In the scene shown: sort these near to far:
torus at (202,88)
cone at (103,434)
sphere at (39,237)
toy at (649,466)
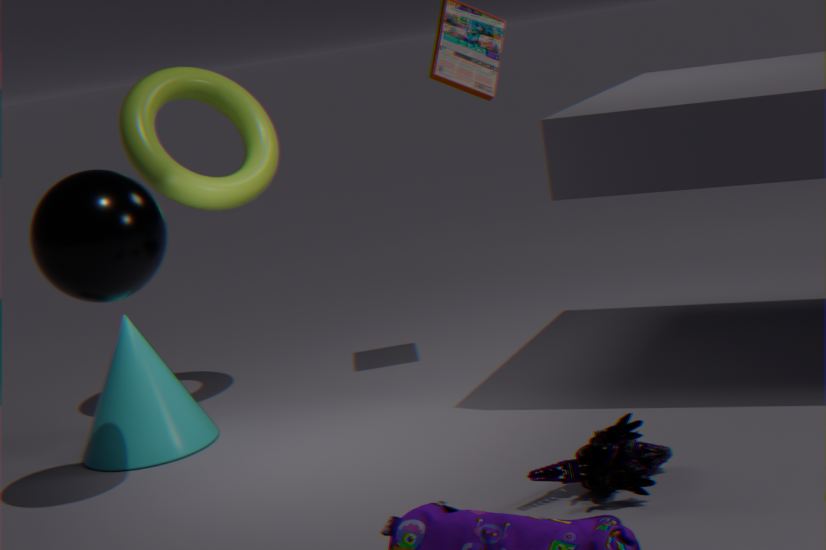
toy at (649,466) → sphere at (39,237) → cone at (103,434) → torus at (202,88)
